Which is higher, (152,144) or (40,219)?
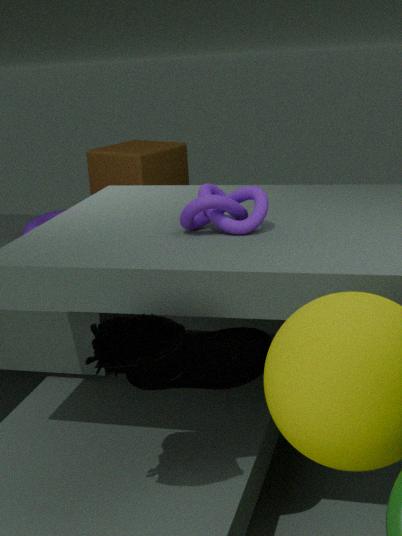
(152,144)
